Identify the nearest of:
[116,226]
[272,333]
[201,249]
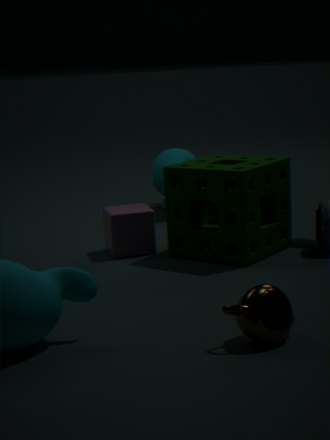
[272,333]
